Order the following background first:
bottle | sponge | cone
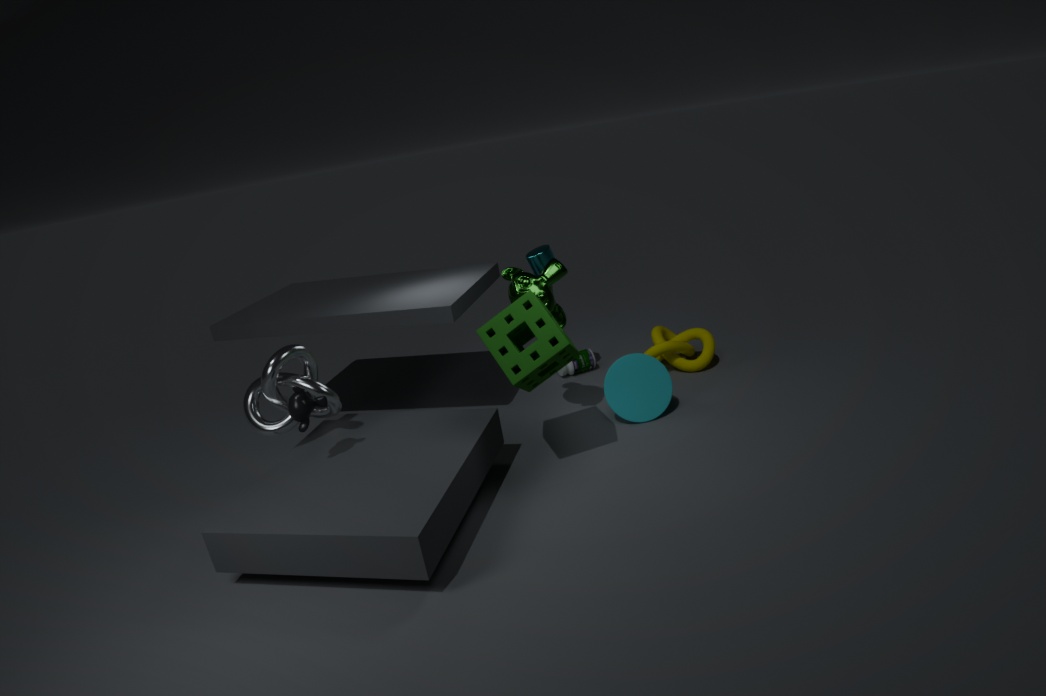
bottle, cone, sponge
